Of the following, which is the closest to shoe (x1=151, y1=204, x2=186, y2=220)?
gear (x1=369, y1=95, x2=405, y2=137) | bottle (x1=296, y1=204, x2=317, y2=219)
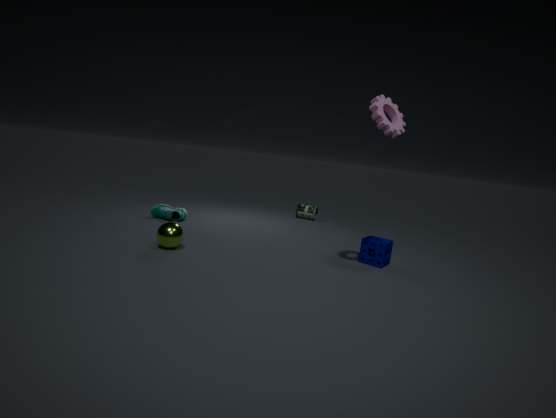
bottle (x1=296, y1=204, x2=317, y2=219)
